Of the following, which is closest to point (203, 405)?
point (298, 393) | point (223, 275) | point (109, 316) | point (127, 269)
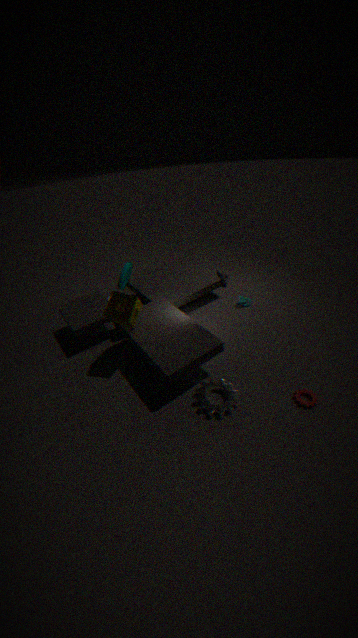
point (298, 393)
